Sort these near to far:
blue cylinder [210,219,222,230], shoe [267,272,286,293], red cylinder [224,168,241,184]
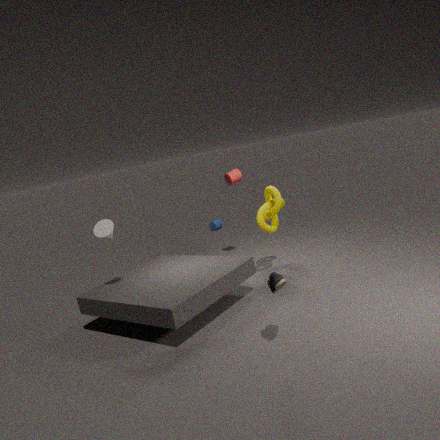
shoe [267,272,286,293], red cylinder [224,168,241,184], blue cylinder [210,219,222,230]
